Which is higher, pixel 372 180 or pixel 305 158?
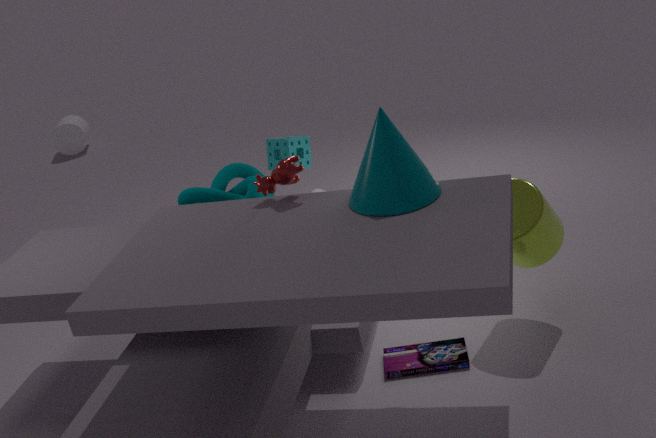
pixel 372 180
